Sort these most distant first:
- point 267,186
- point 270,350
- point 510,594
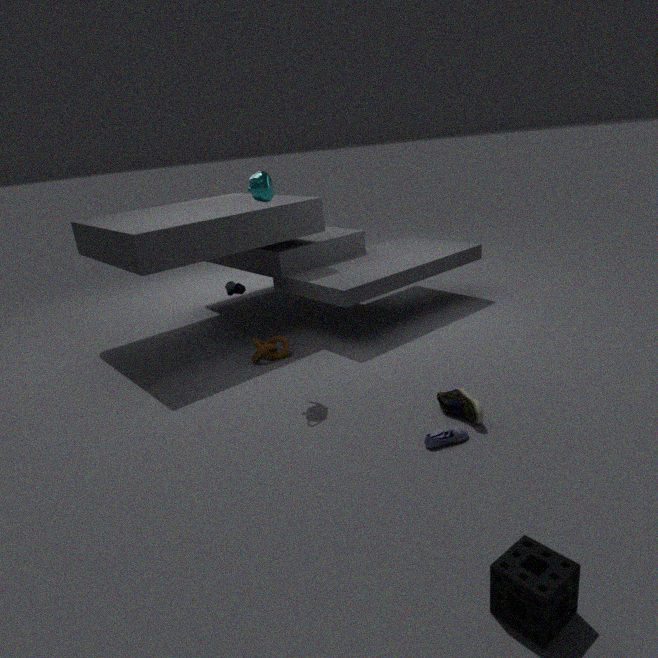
point 270,350, point 267,186, point 510,594
